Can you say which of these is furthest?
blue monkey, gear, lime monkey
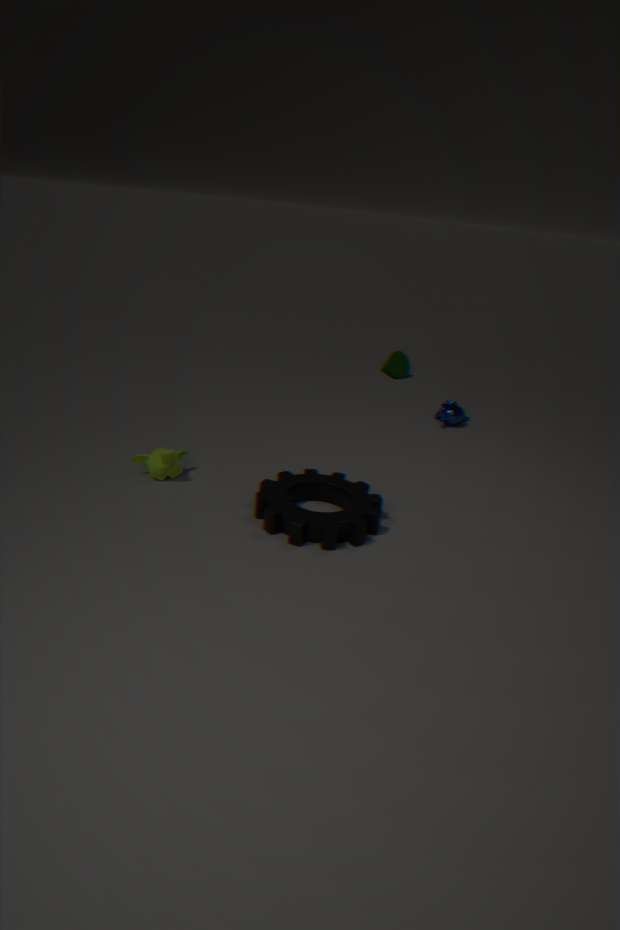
blue monkey
